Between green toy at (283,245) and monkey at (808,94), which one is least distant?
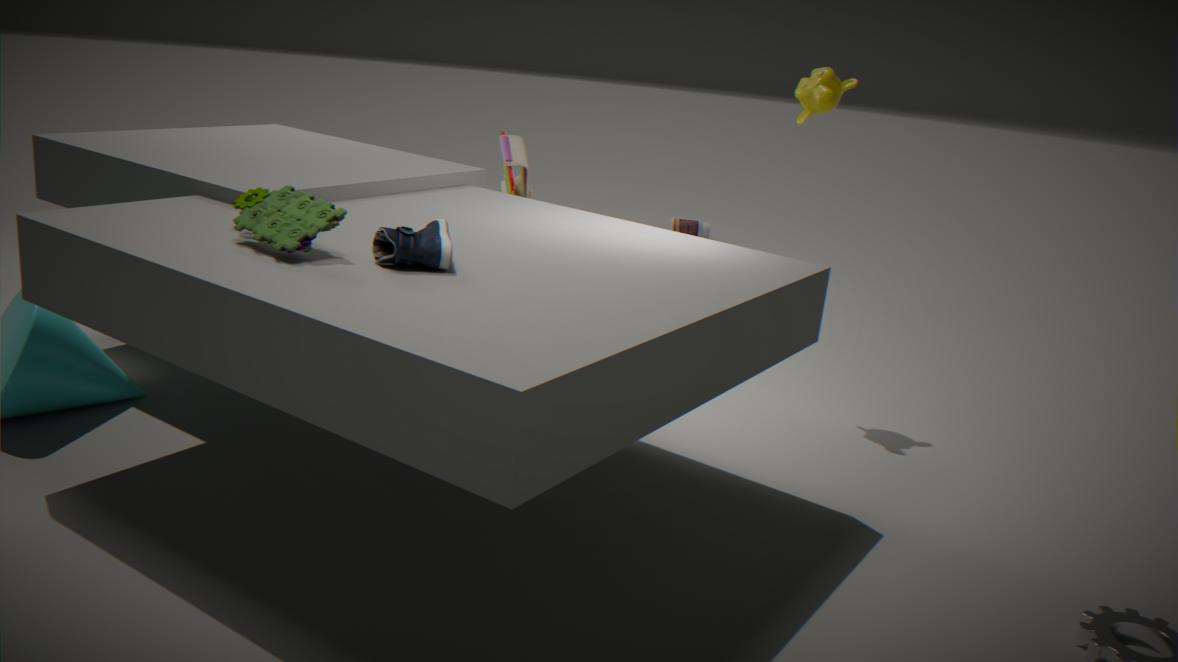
green toy at (283,245)
